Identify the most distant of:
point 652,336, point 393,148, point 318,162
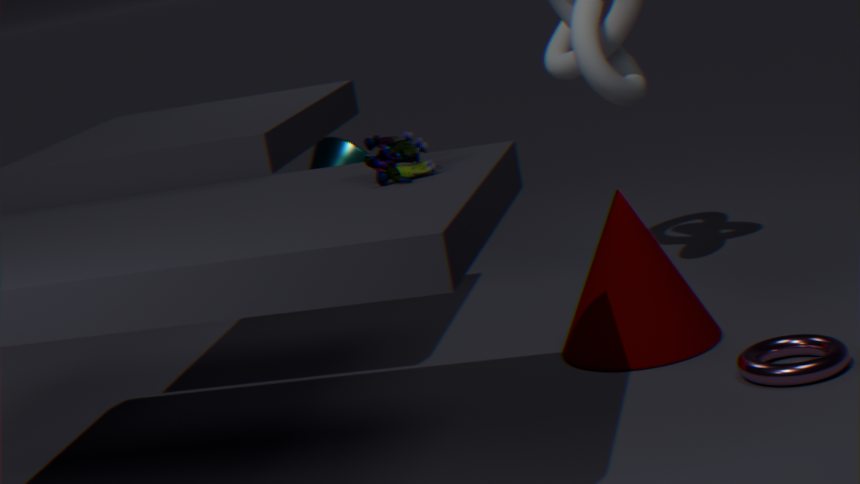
point 318,162
